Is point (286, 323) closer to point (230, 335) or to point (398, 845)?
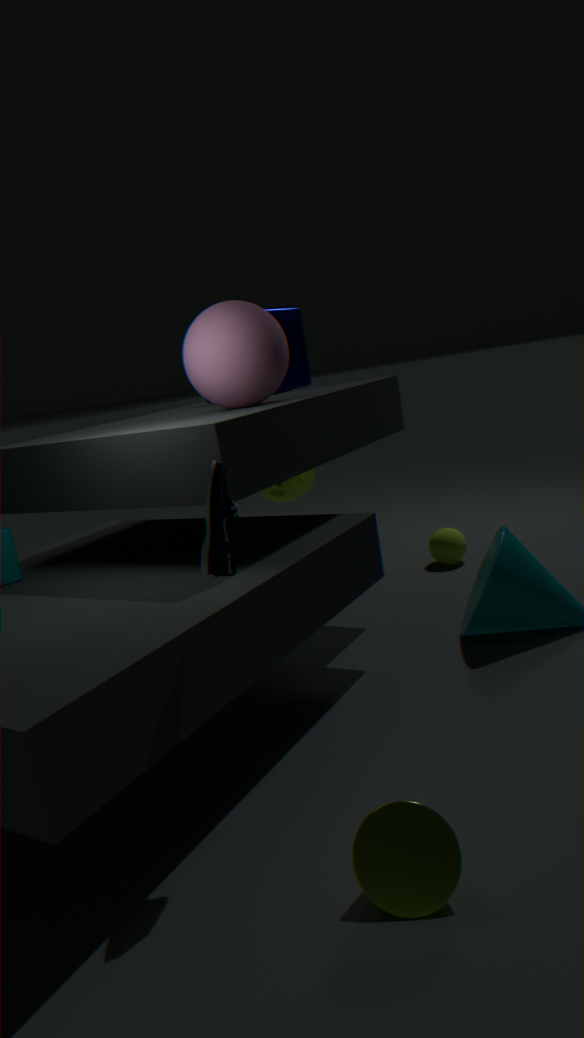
point (230, 335)
